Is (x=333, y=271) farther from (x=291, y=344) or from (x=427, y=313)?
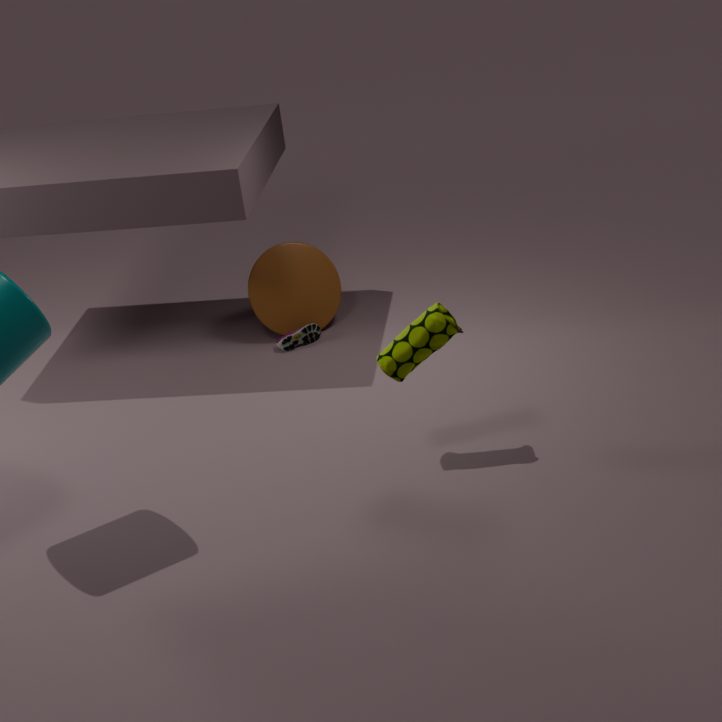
(x=427, y=313)
